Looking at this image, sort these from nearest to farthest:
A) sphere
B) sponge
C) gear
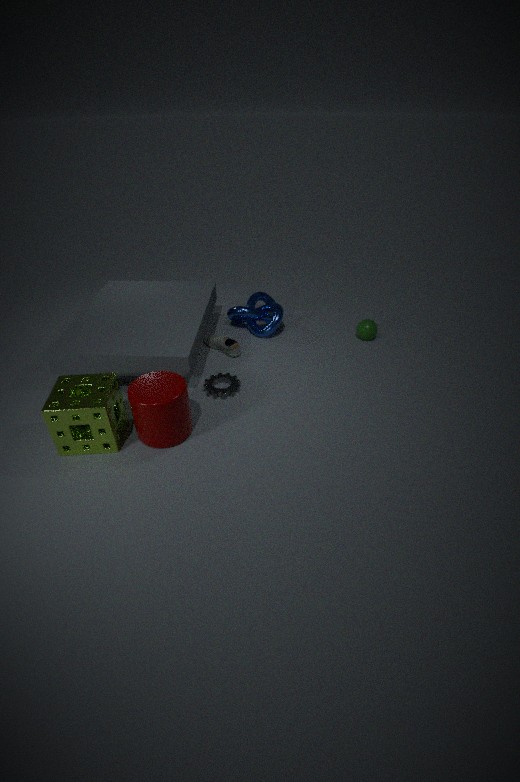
sponge, gear, sphere
